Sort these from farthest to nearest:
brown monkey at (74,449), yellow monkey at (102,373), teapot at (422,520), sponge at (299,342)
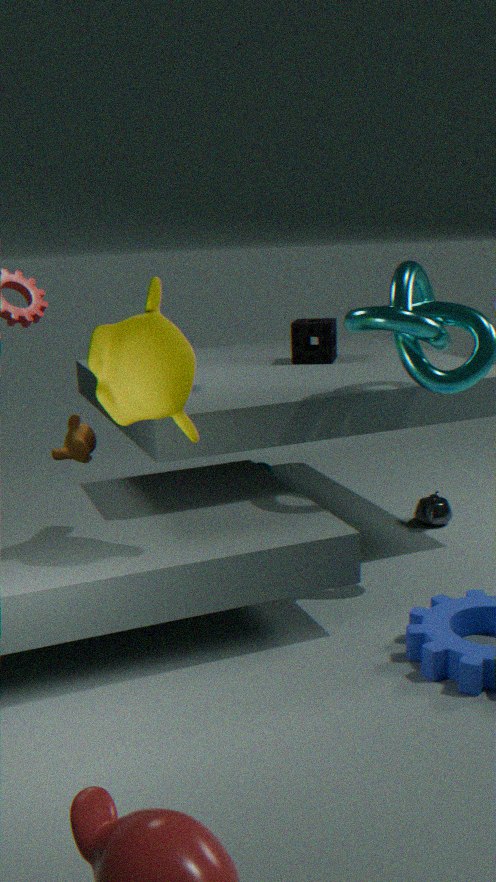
sponge at (299,342) < teapot at (422,520) < brown monkey at (74,449) < yellow monkey at (102,373)
